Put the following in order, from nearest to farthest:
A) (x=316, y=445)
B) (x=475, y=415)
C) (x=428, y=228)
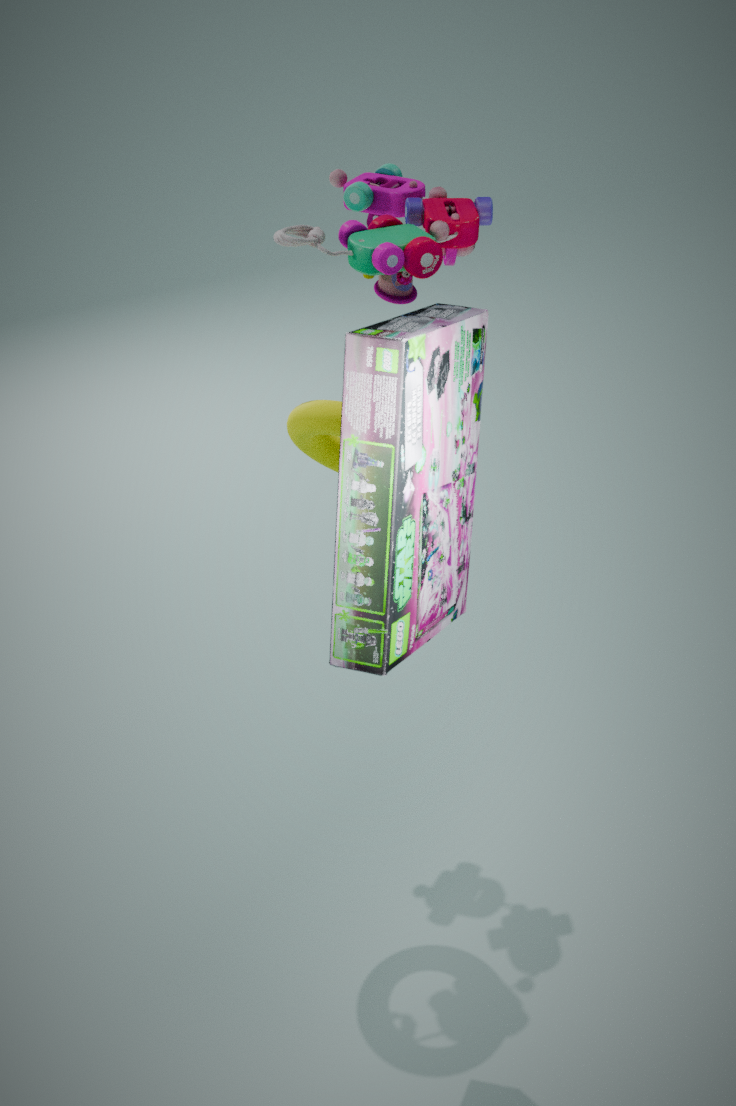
(x=475, y=415) → (x=316, y=445) → (x=428, y=228)
